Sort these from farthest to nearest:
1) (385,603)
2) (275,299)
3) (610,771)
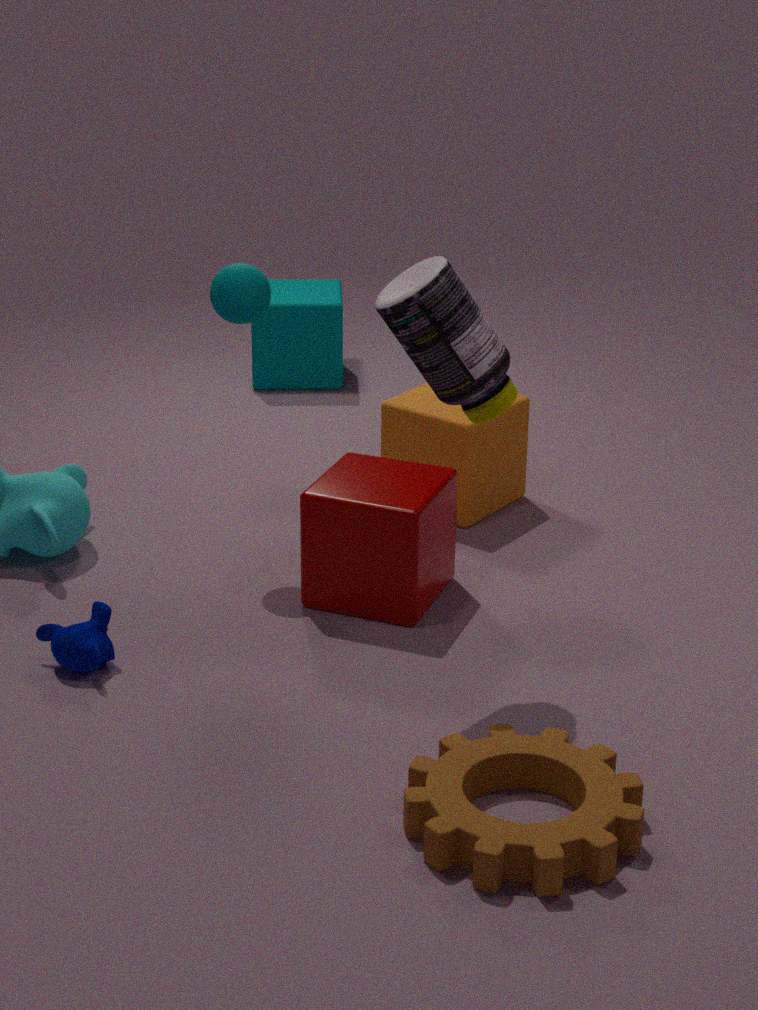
1. 2. (275,299)
2. 1. (385,603)
3. 3. (610,771)
